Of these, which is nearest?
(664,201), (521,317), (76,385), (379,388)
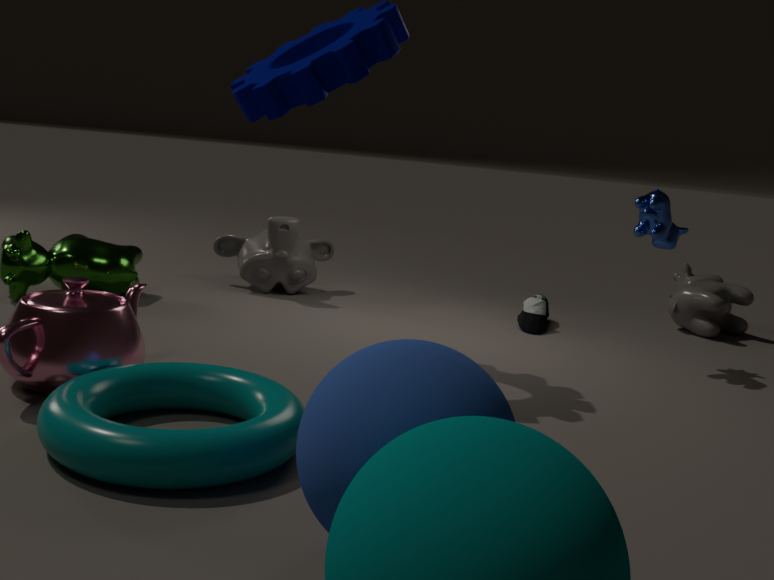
(379,388)
